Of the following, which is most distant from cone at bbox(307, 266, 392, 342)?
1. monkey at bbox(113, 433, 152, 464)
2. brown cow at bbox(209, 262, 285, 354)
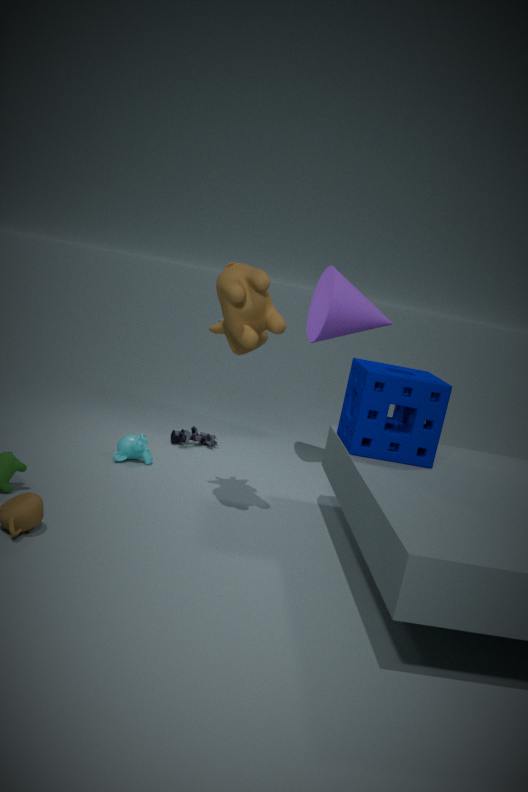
monkey at bbox(113, 433, 152, 464)
